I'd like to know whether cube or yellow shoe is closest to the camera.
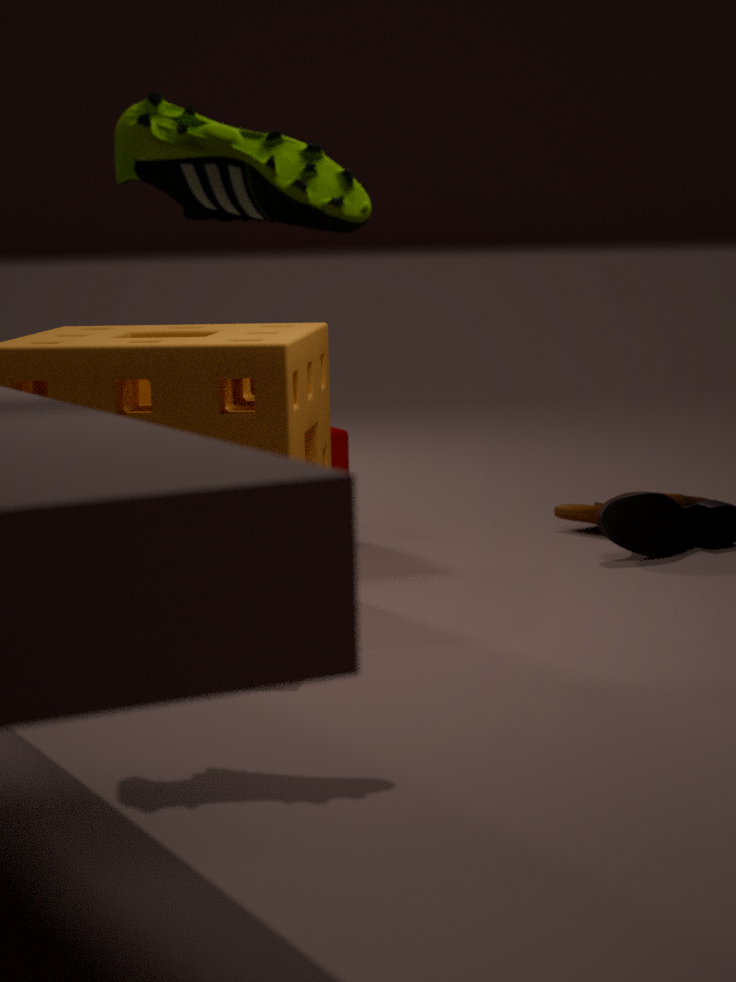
yellow shoe
